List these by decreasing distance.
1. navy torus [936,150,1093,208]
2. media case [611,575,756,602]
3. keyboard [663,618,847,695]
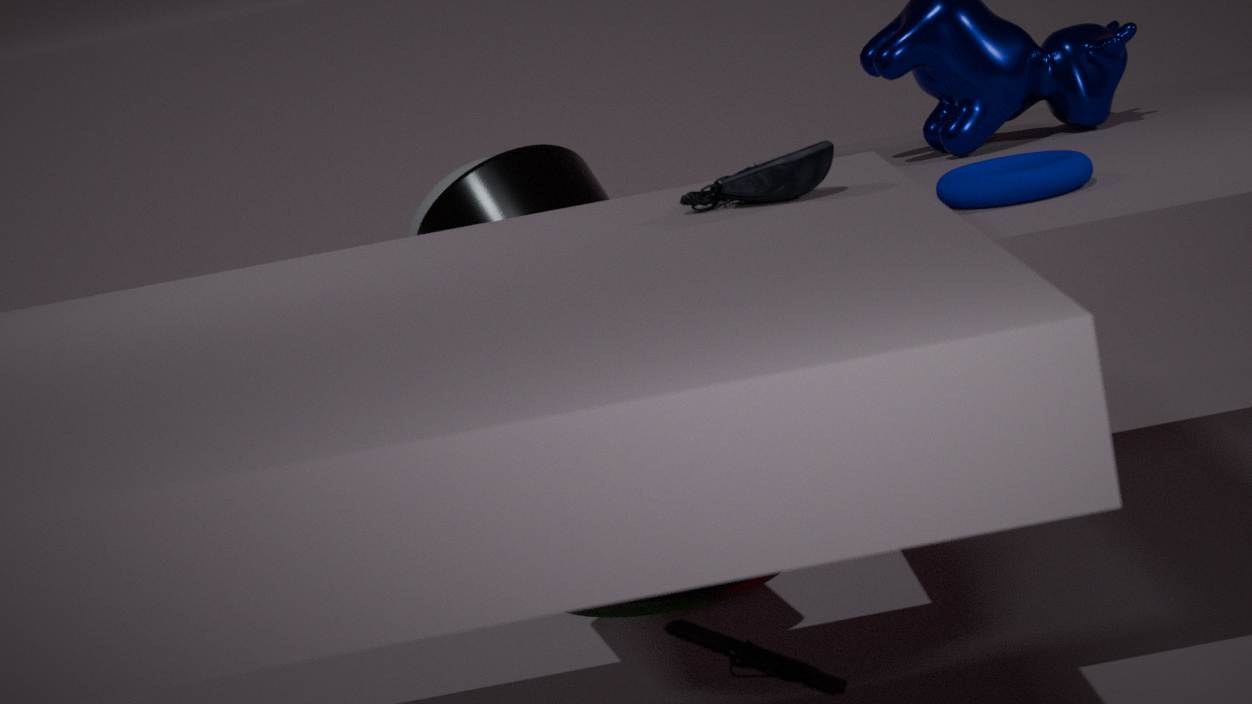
1. navy torus [936,150,1093,208]
2. keyboard [663,618,847,695]
3. media case [611,575,756,602]
